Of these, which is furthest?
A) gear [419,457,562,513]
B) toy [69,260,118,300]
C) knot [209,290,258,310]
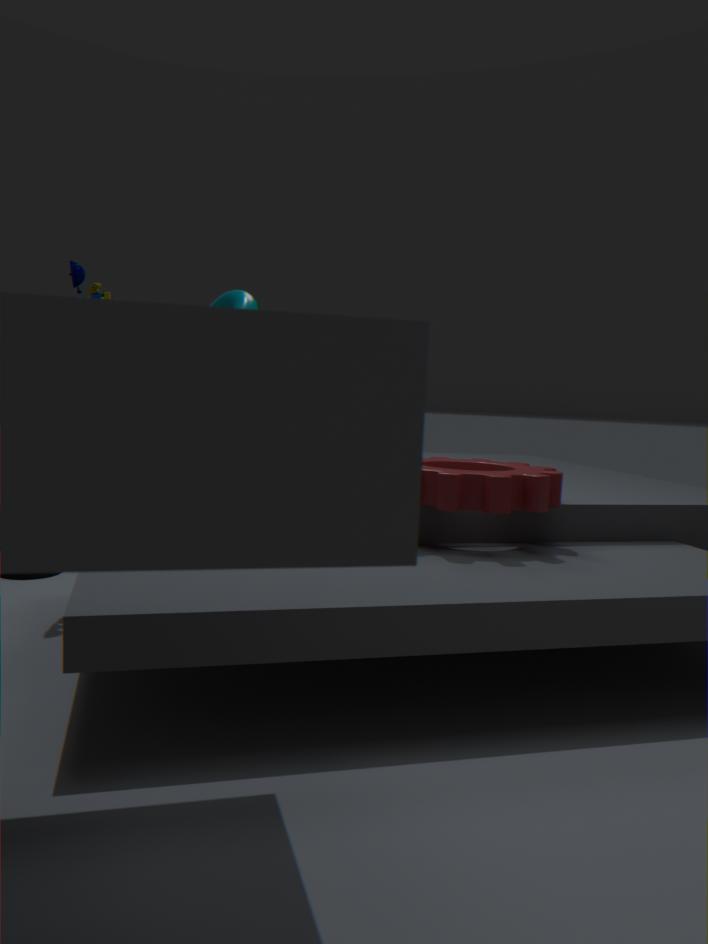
toy [69,260,118,300]
